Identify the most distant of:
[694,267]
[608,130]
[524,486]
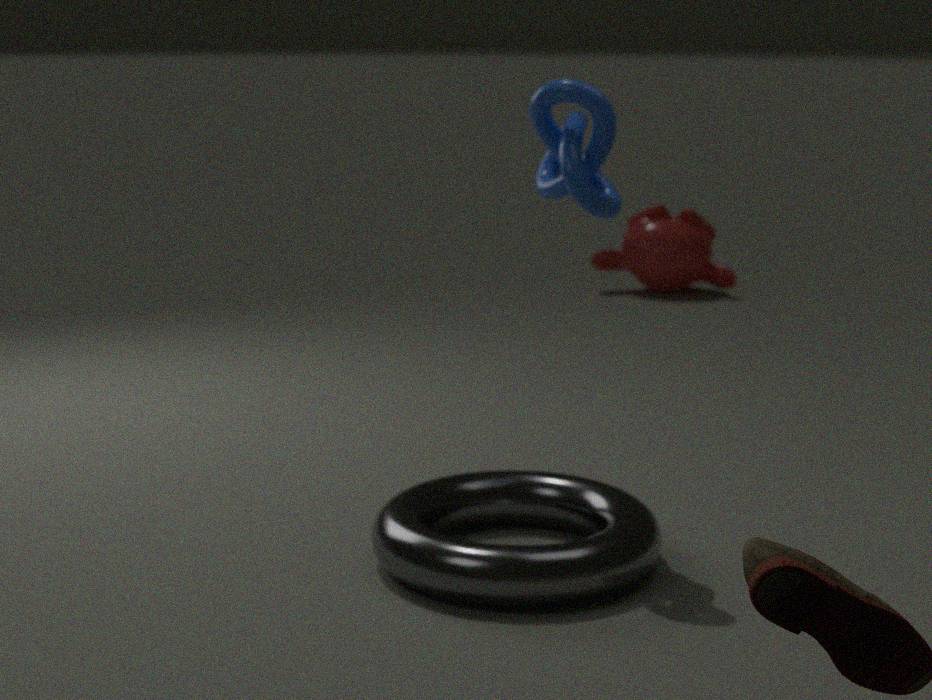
[694,267]
